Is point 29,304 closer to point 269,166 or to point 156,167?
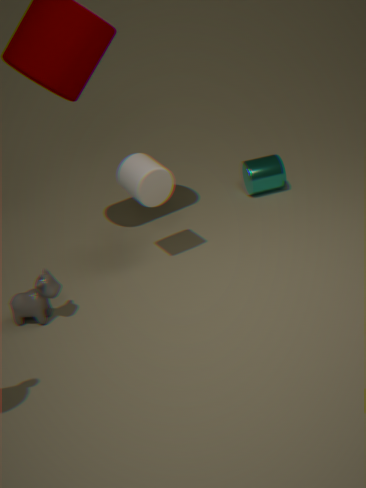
point 156,167
